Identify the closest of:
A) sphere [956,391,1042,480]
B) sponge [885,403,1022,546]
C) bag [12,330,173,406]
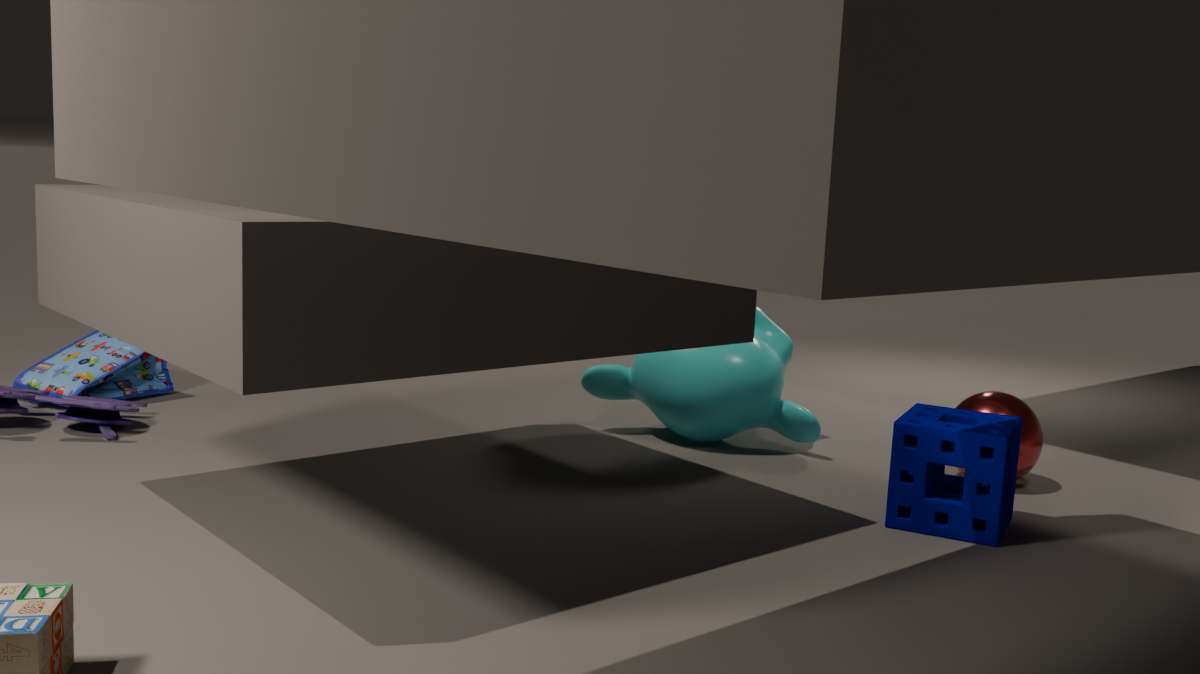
sponge [885,403,1022,546]
